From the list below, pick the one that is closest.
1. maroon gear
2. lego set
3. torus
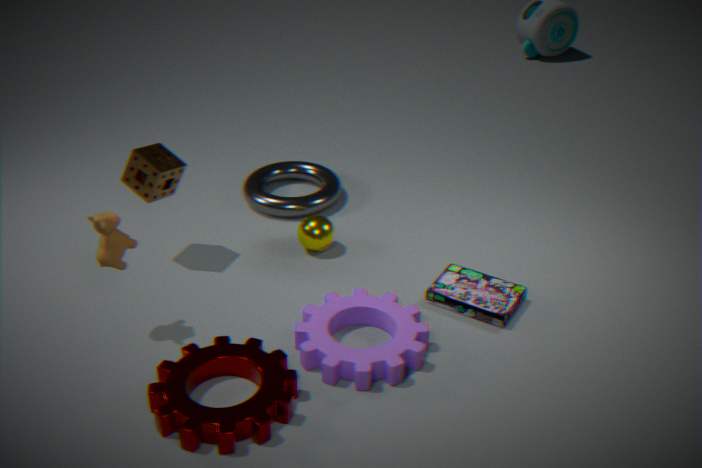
maroon gear
